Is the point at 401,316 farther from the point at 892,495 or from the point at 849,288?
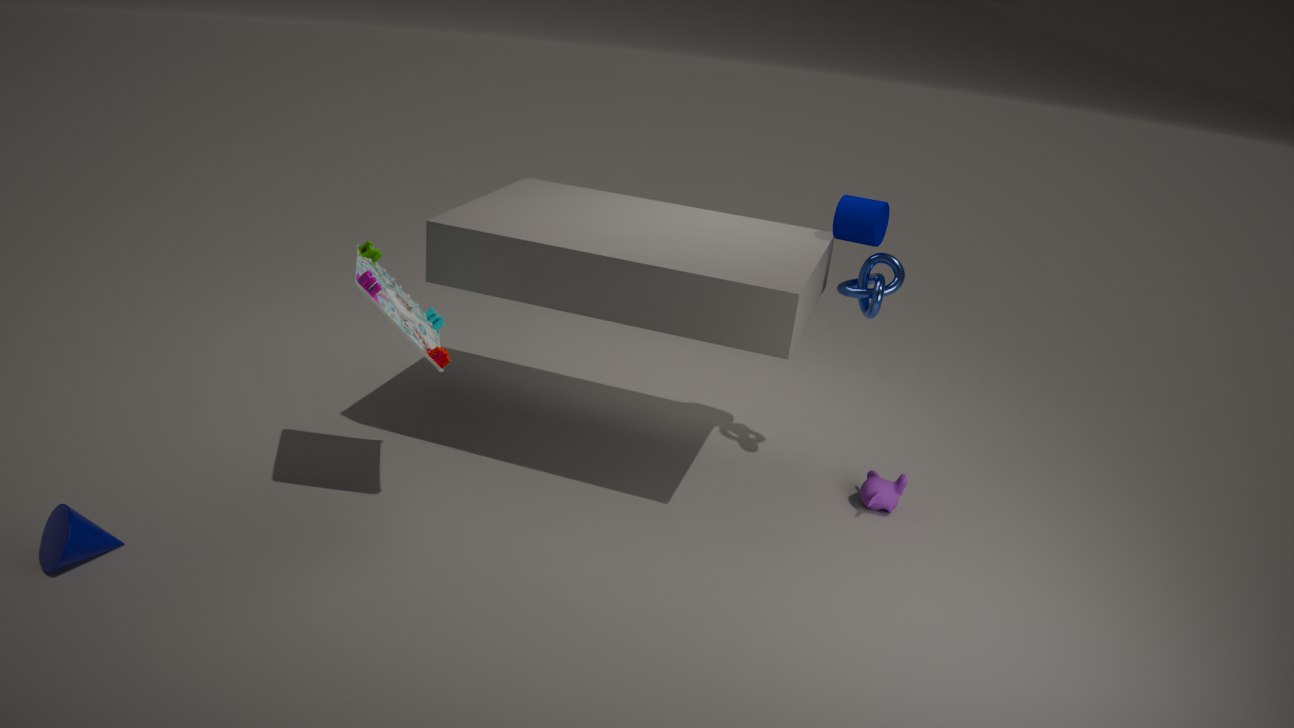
the point at 892,495
